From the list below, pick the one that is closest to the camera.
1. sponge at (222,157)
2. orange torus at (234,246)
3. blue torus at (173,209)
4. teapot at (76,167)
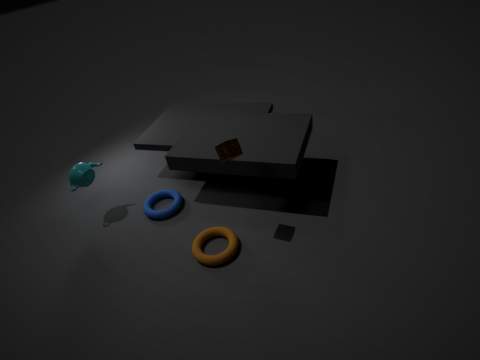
sponge at (222,157)
